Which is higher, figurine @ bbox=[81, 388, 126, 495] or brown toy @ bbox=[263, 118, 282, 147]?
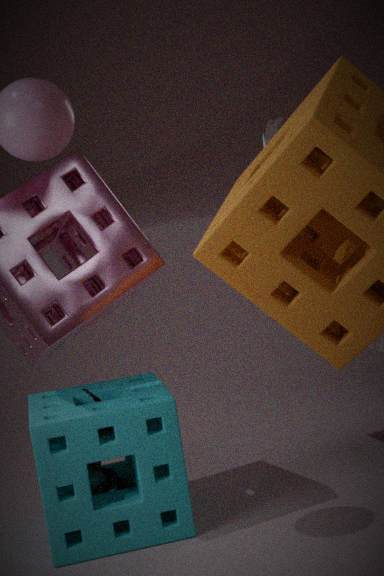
brown toy @ bbox=[263, 118, 282, 147]
